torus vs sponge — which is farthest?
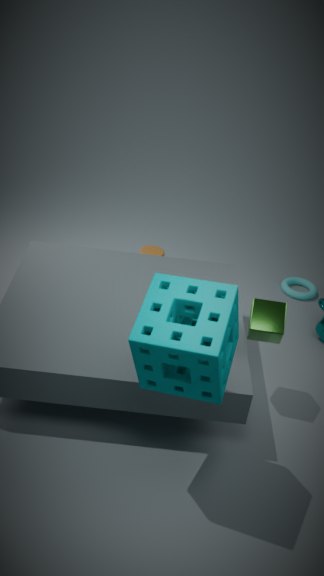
torus
